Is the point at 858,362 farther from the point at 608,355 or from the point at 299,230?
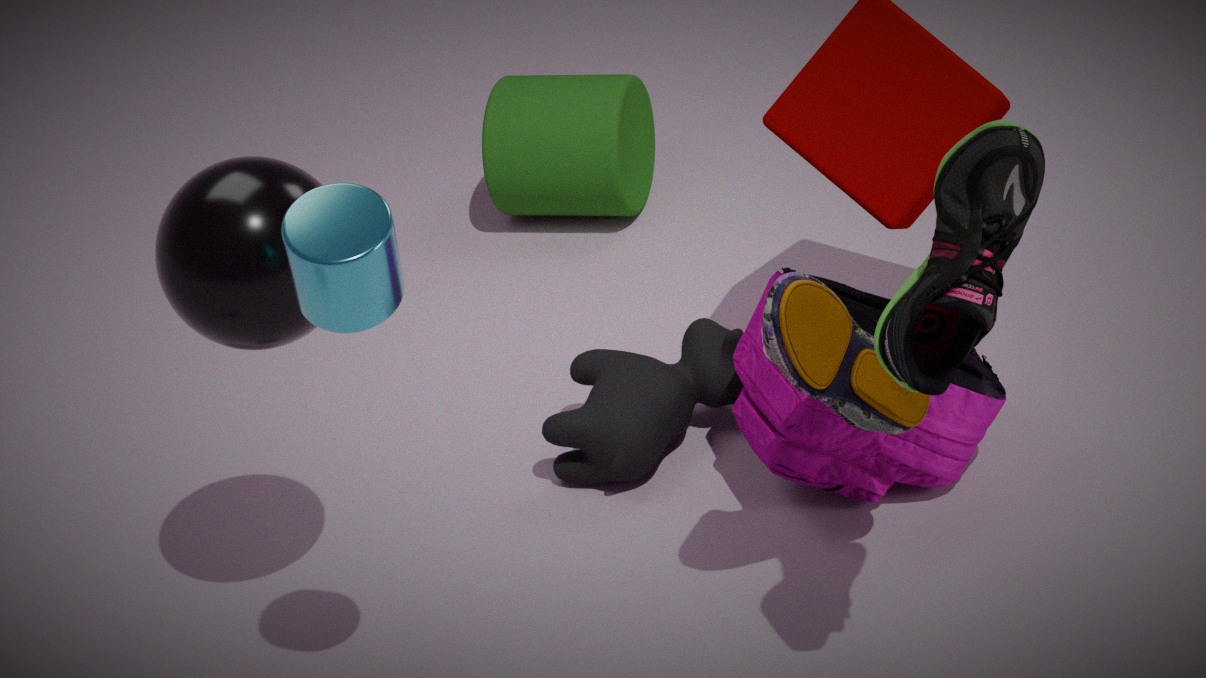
the point at 299,230
